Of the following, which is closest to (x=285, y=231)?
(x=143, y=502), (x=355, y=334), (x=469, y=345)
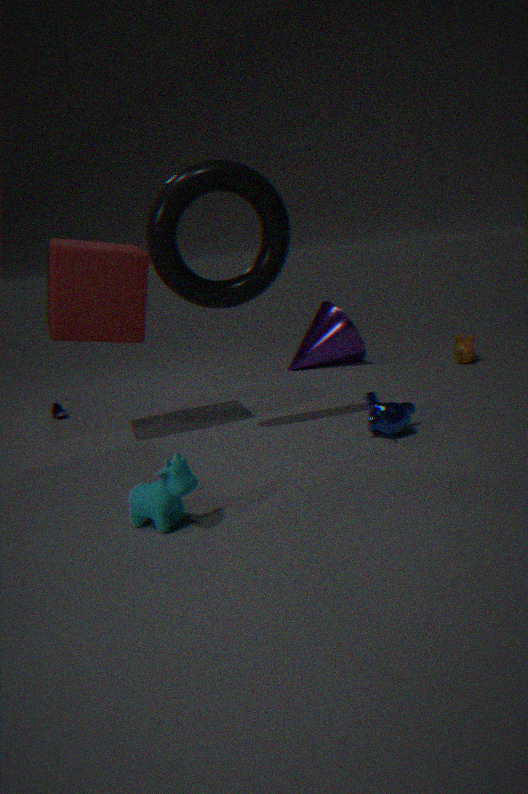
(x=143, y=502)
